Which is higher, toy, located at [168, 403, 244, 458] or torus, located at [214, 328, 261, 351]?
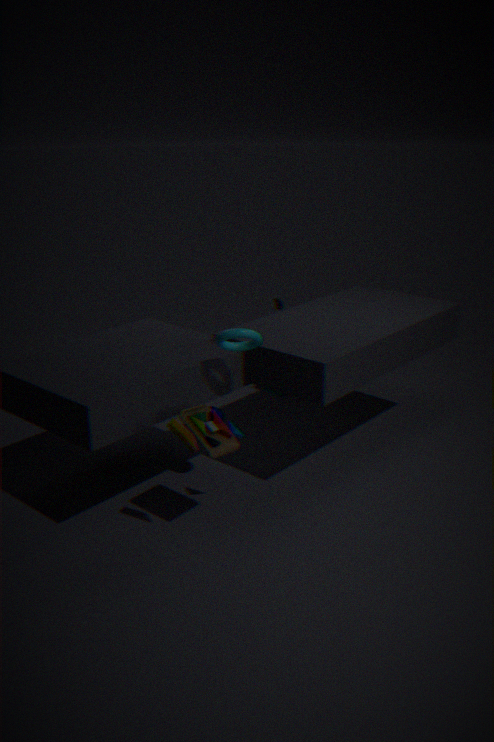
torus, located at [214, 328, 261, 351]
